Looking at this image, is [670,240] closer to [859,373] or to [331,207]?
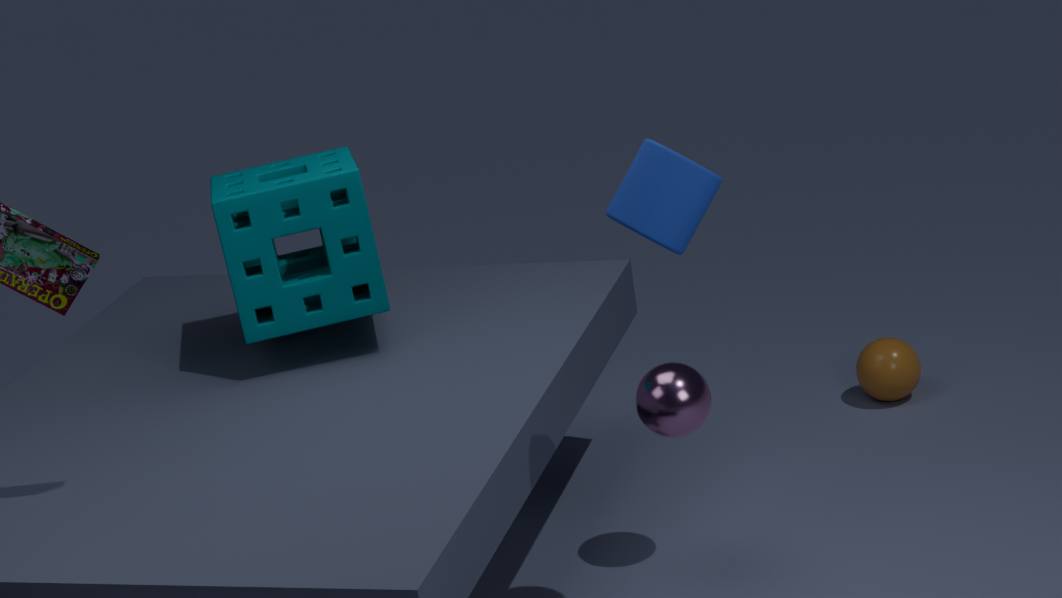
[331,207]
